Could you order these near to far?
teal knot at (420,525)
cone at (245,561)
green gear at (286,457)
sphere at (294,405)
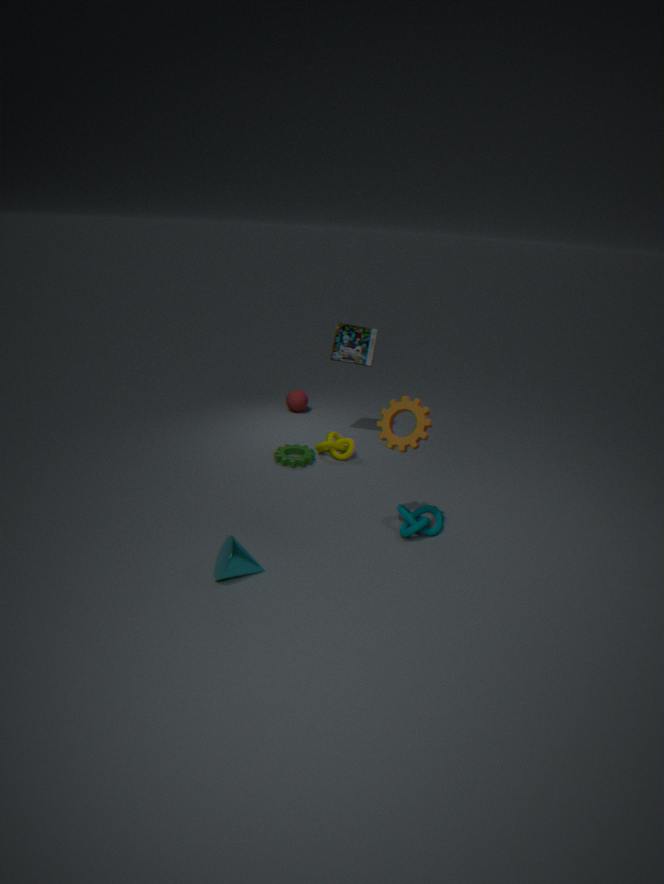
cone at (245,561) < teal knot at (420,525) < green gear at (286,457) < sphere at (294,405)
